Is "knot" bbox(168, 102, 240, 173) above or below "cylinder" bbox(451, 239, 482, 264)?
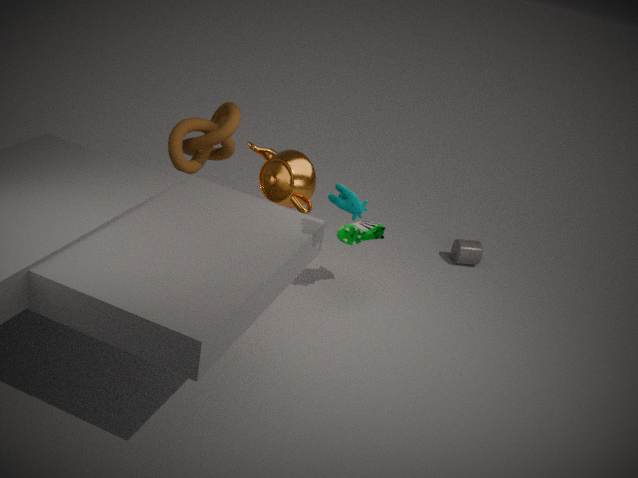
above
